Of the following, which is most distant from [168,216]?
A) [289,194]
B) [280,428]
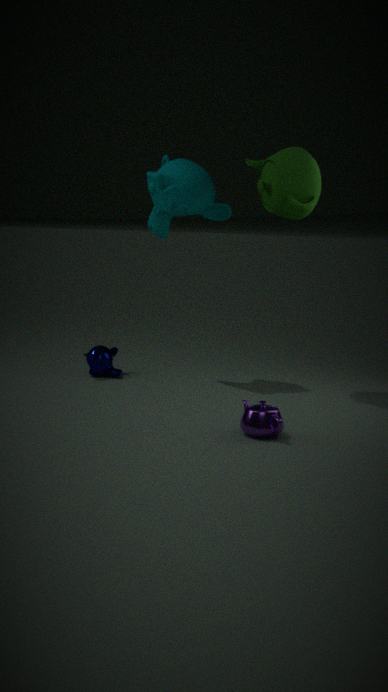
[280,428]
